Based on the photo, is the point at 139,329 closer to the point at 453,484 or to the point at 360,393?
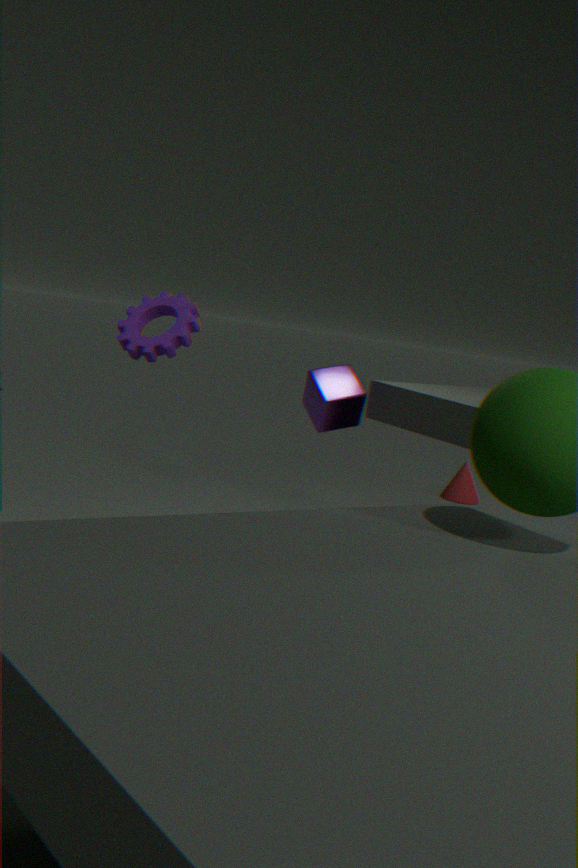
the point at 360,393
